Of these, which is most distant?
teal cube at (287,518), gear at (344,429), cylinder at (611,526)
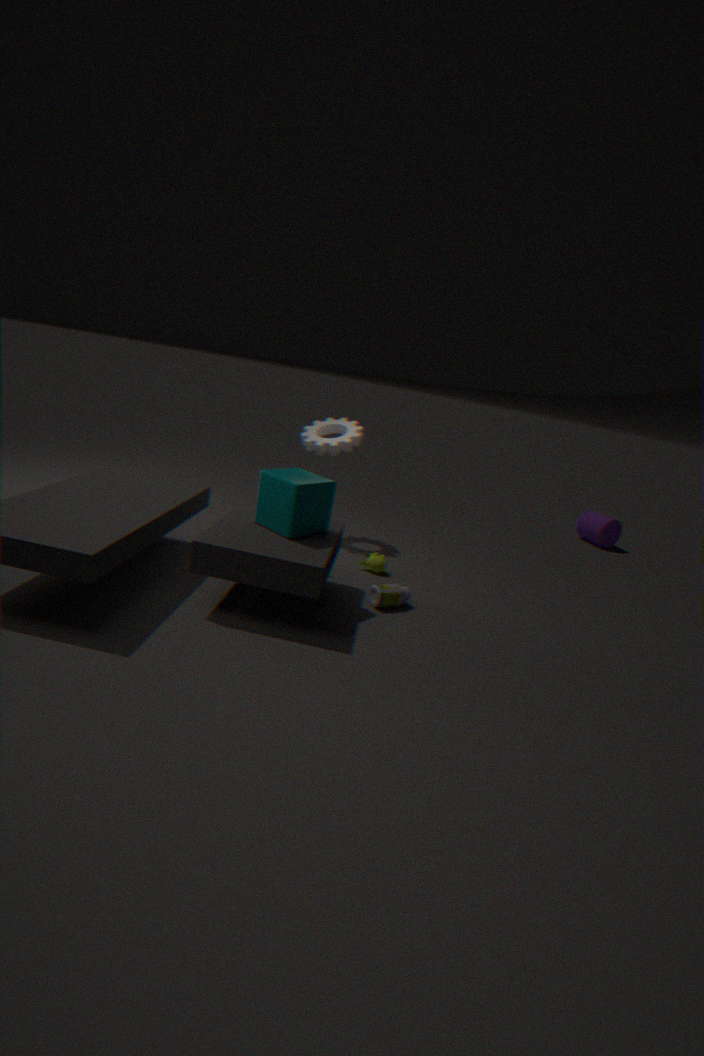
cylinder at (611,526)
